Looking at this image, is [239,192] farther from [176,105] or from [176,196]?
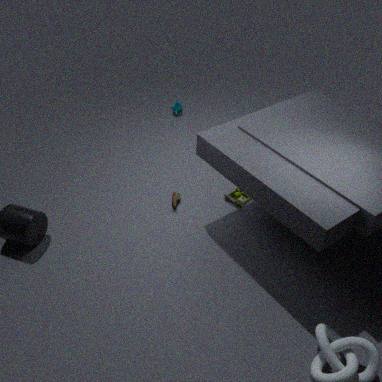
[176,105]
